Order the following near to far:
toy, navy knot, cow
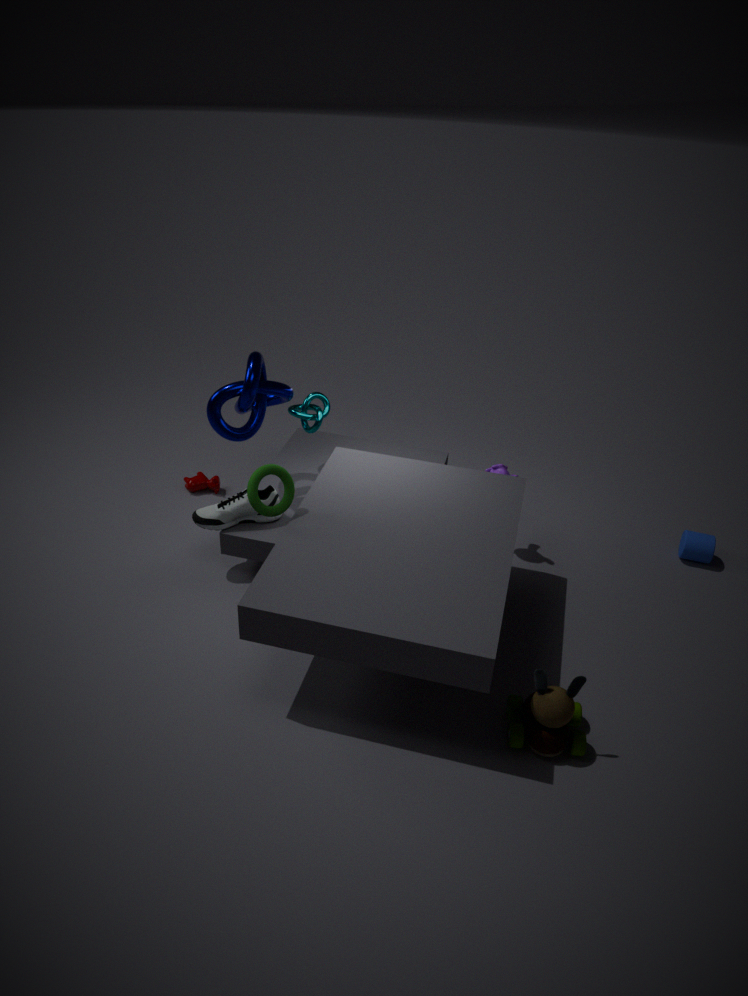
toy
navy knot
cow
